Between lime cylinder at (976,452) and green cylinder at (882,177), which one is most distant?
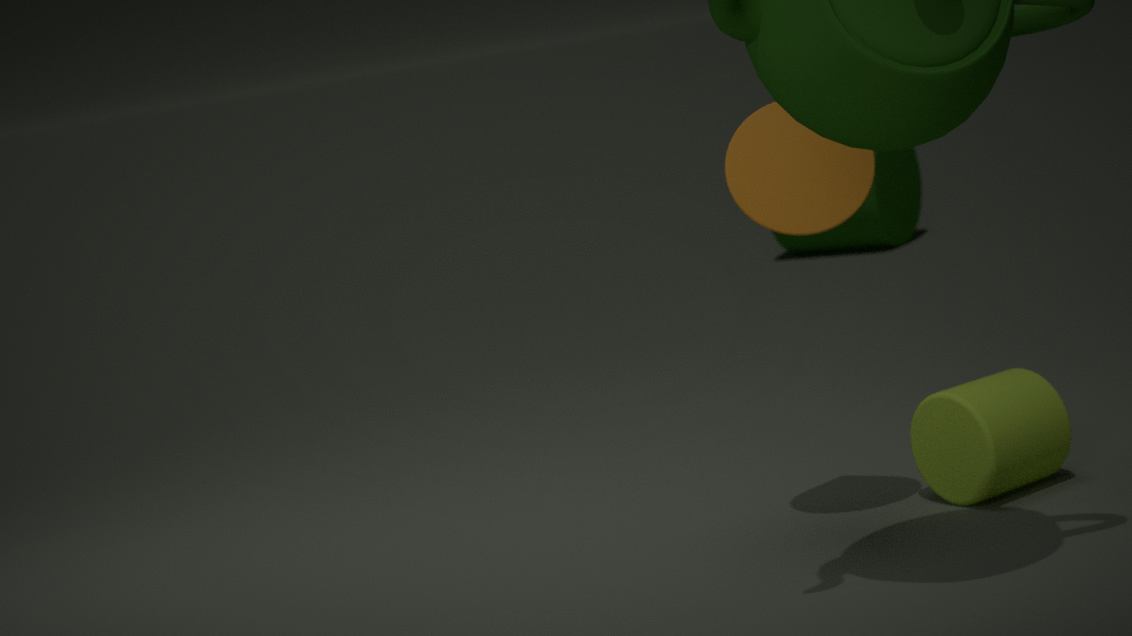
green cylinder at (882,177)
